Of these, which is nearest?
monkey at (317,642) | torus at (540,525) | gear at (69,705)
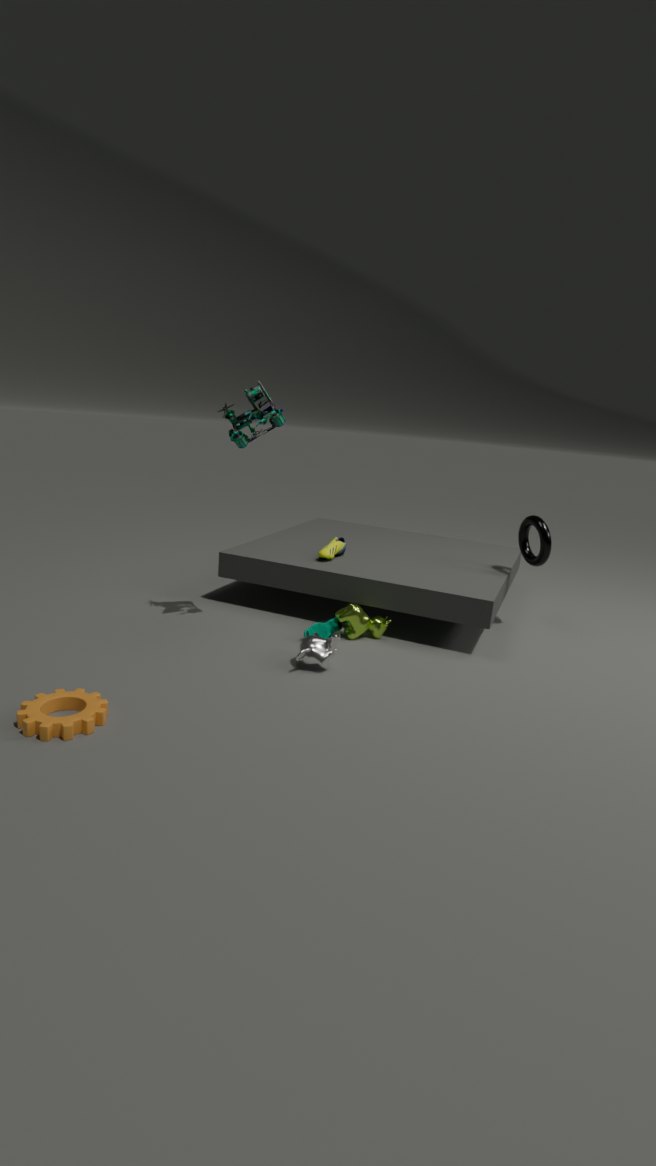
gear at (69,705)
